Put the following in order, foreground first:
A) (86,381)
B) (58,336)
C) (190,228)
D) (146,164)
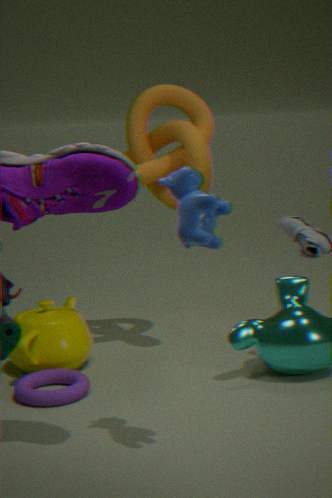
(190,228) < (86,381) < (58,336) < (146,164)
